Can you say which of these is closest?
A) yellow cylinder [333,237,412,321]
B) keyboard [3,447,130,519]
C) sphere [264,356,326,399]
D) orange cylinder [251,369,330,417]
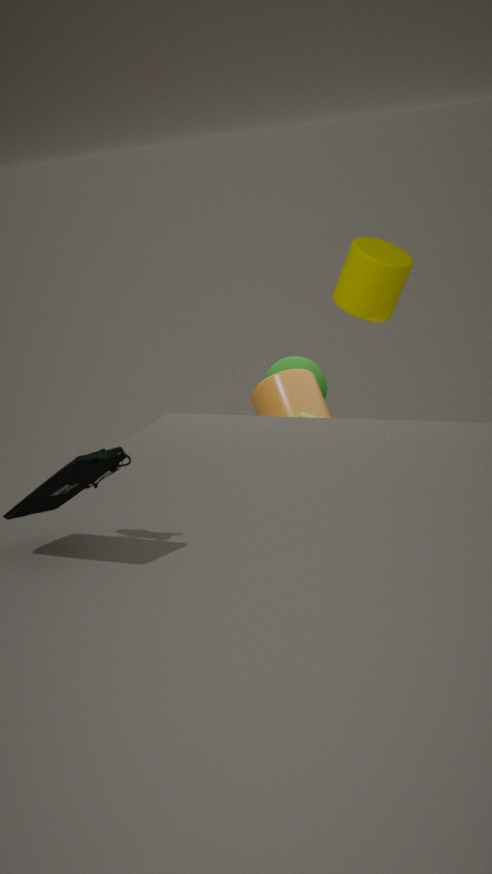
B. keyboard [3,447,130,519]
